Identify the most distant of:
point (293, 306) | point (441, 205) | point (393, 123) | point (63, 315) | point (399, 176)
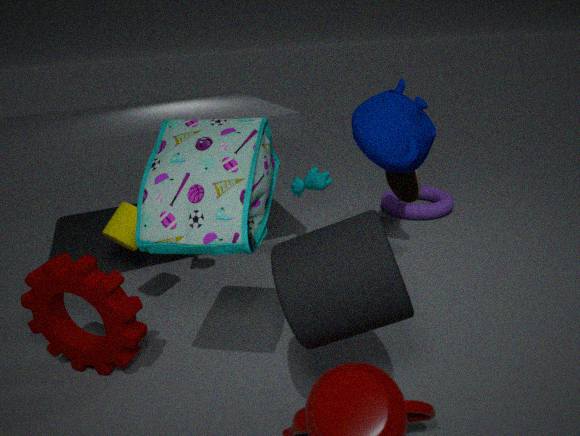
point (441, 205)
